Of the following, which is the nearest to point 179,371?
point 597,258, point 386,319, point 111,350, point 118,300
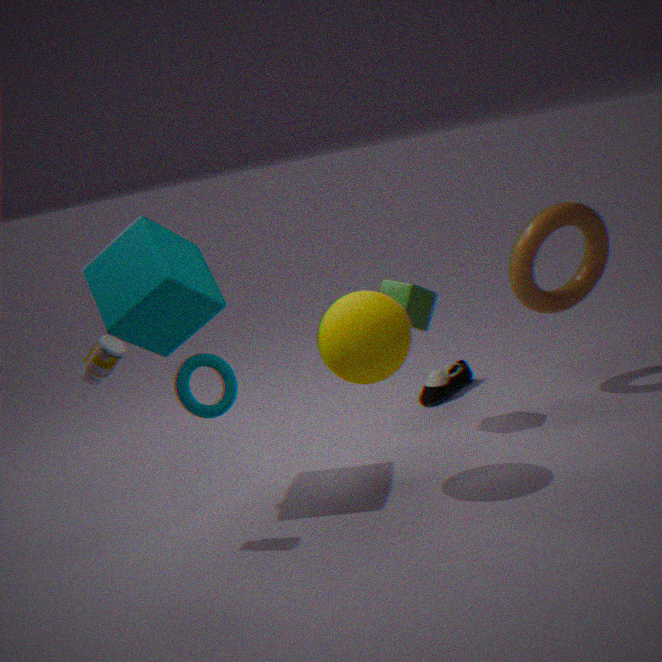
point 118,300
